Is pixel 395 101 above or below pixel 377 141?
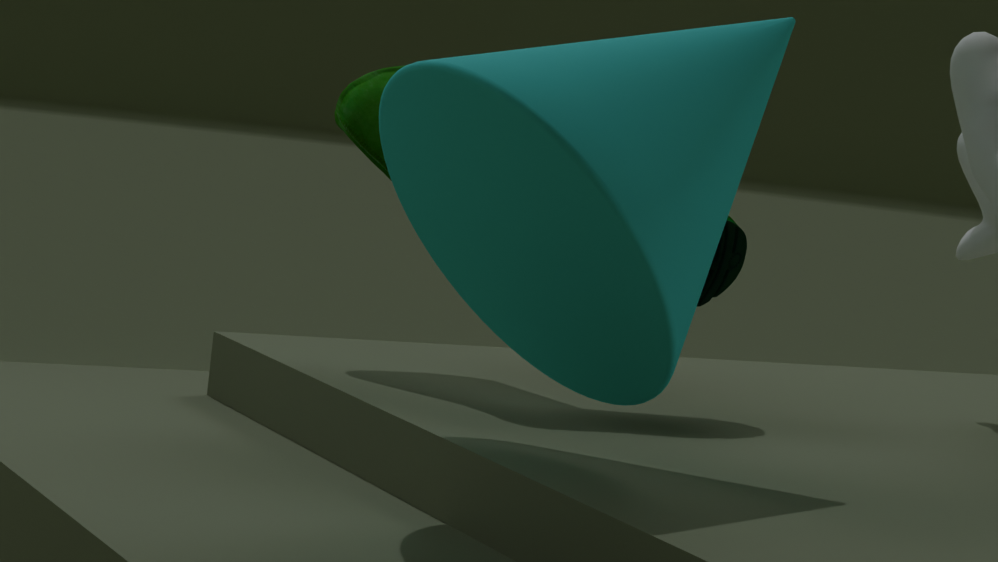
above
